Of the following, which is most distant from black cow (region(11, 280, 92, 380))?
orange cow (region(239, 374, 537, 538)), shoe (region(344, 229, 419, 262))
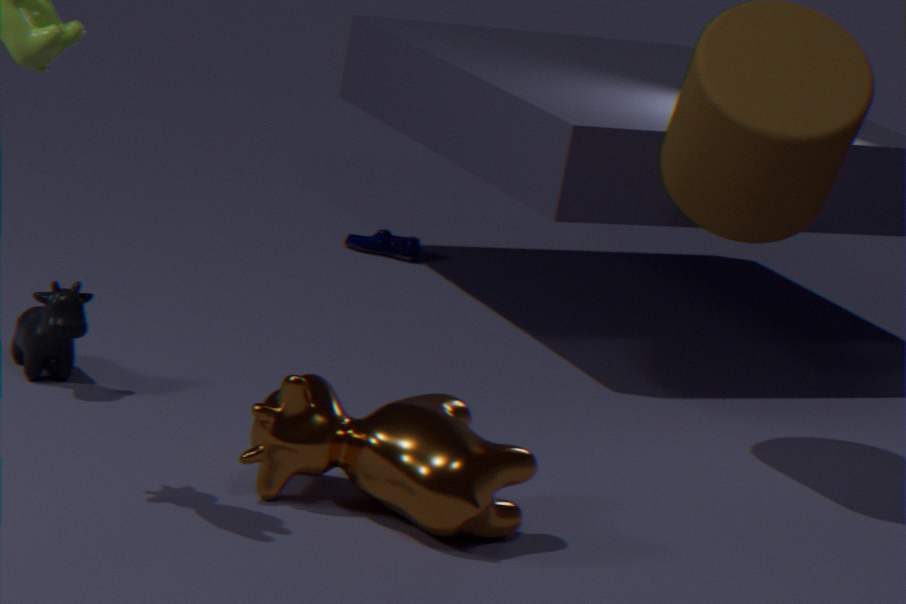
shoe (region(344, 229, 419, 262))
